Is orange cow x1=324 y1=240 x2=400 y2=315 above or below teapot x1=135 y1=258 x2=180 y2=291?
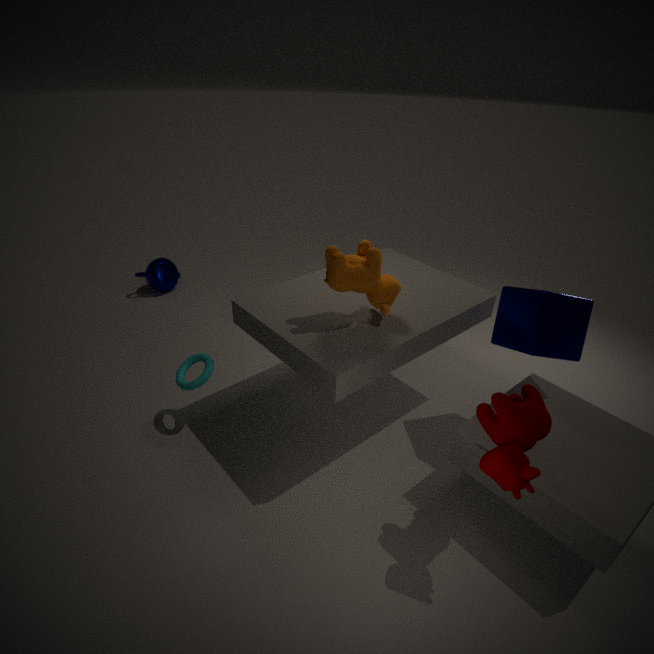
above
